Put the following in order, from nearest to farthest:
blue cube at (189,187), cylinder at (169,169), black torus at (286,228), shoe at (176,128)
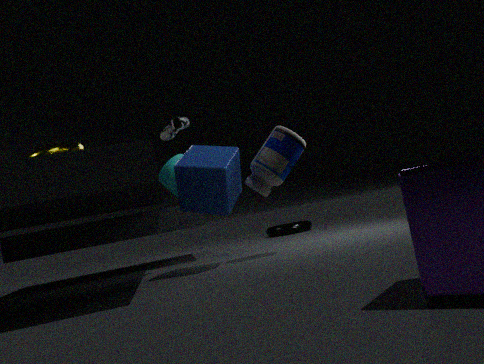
blue cube at (189,187) < shoe at (176,128) < cylinder at (169,169) < black torus at (286,228)
